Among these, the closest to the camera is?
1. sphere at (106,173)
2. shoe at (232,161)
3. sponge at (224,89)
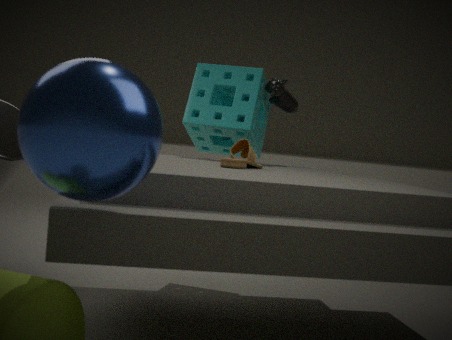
sphere at (106,173)
